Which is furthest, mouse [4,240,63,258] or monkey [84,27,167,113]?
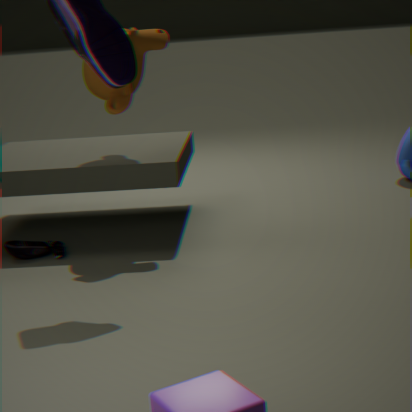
mouse [4,240,63,258]
